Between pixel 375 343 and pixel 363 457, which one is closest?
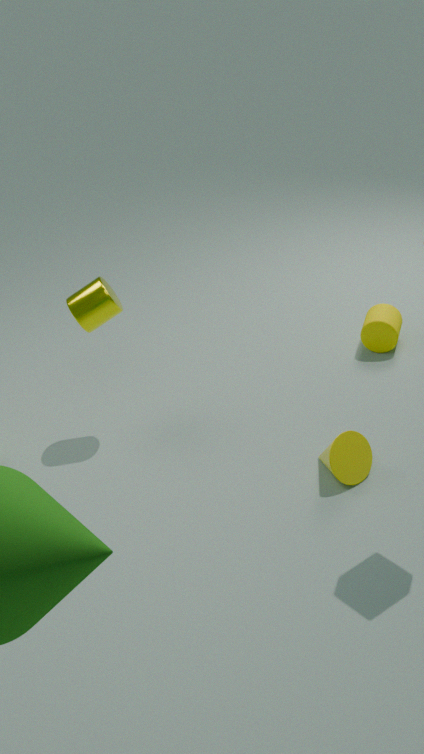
pixel 363 457
